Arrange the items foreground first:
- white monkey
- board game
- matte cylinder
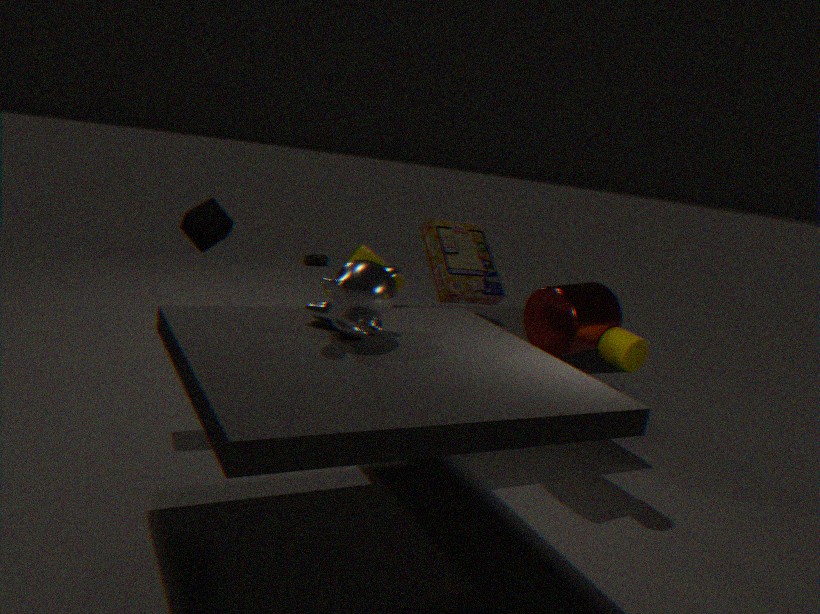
white monkey < matte cylinder < board game
